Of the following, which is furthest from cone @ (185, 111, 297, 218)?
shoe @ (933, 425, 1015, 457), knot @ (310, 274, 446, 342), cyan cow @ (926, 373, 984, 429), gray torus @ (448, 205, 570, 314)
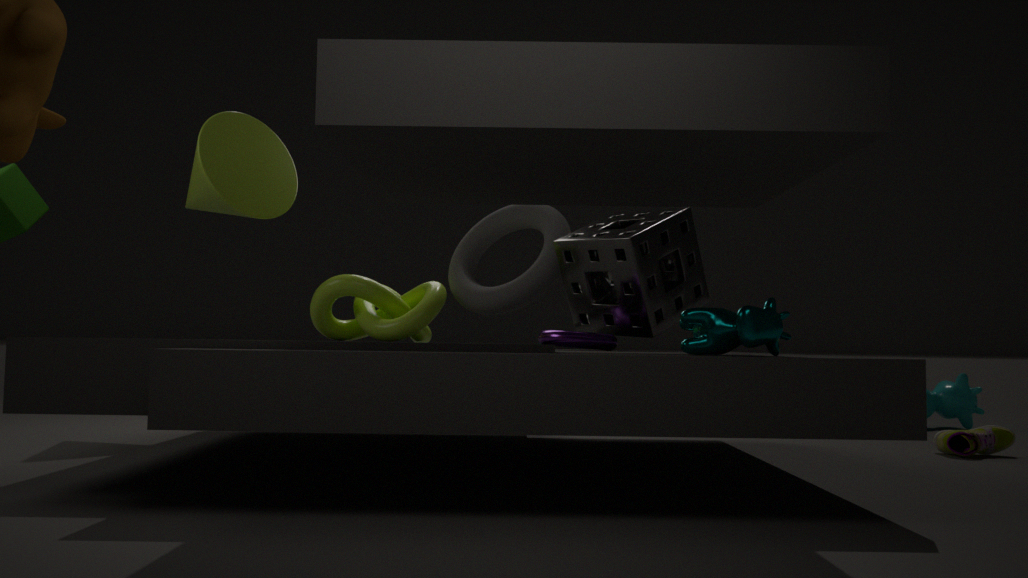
cyan cow @ (926, 373, 984, 429)
